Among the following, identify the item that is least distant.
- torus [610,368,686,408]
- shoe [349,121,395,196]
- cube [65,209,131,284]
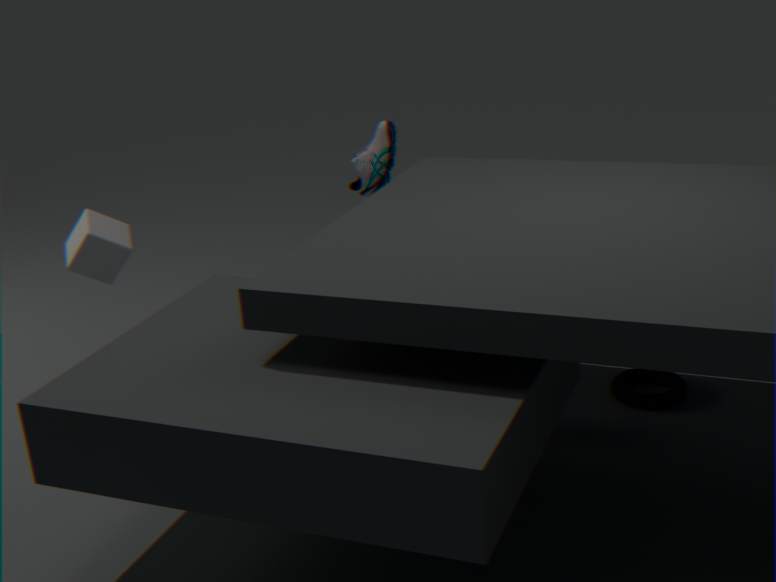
torus [610,368,686,408]
